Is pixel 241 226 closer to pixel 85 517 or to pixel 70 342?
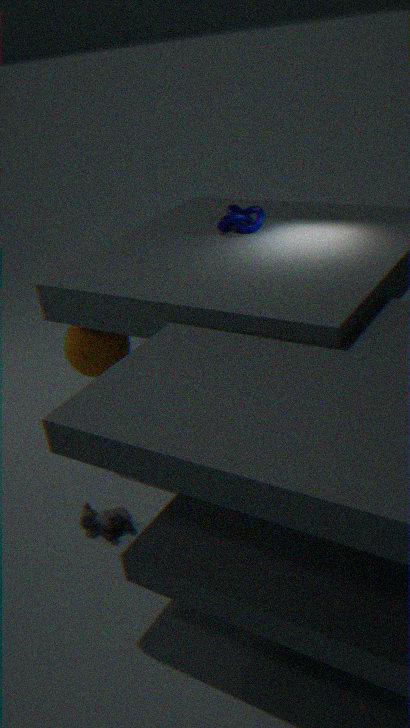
pixel 70 342
